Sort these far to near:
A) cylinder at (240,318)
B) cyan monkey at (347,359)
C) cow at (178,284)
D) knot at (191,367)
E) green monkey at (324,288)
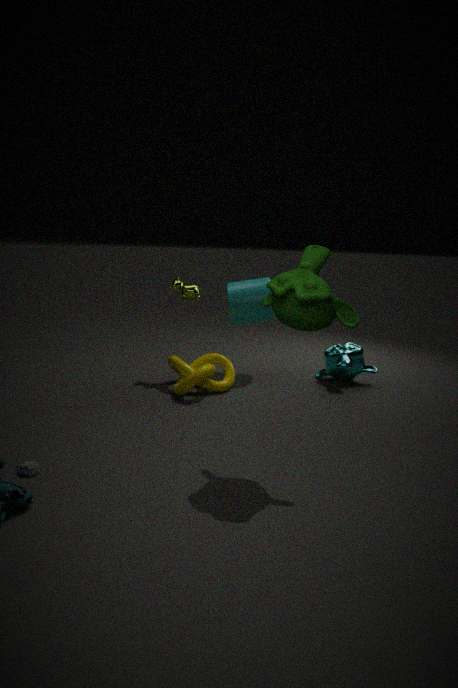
1. cylinder at (240,318)
2. cyan monkey at (347,359)
3. cow at (178,284)
4. knot at (191,367)
5. green monkey at (324,288)
